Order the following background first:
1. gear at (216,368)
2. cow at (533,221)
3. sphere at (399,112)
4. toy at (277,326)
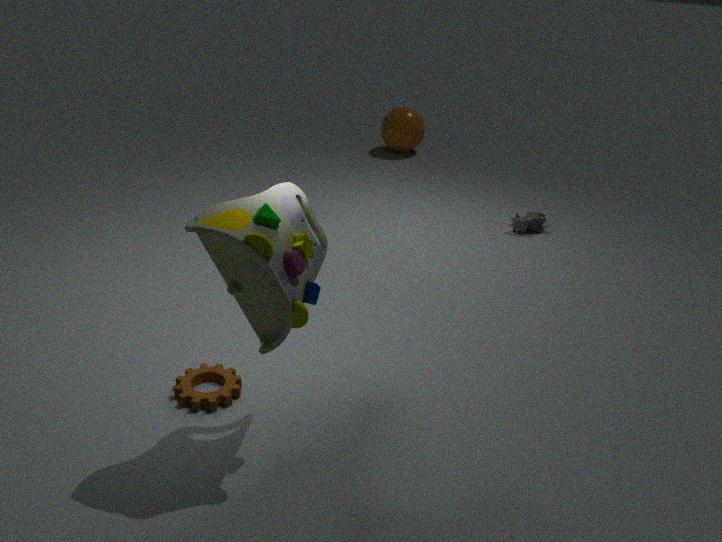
1. sphere at (399,112)
2. cow at (533,221)
3. gear at (216,368)
4. toy at (277,326)
